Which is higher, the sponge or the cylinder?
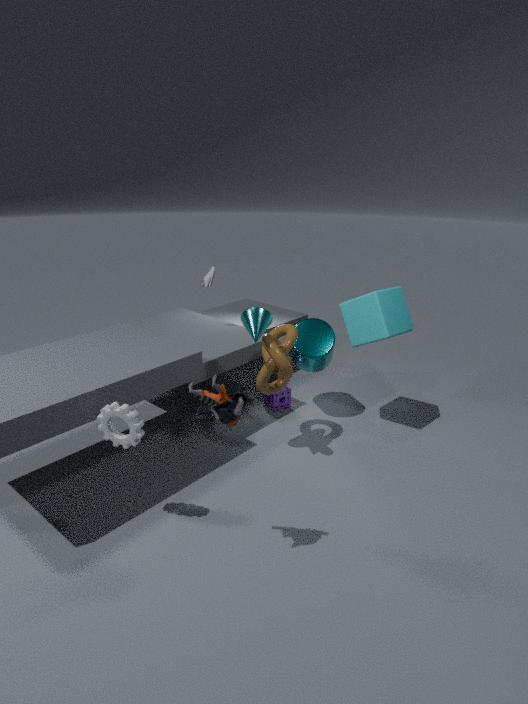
the cylinder
